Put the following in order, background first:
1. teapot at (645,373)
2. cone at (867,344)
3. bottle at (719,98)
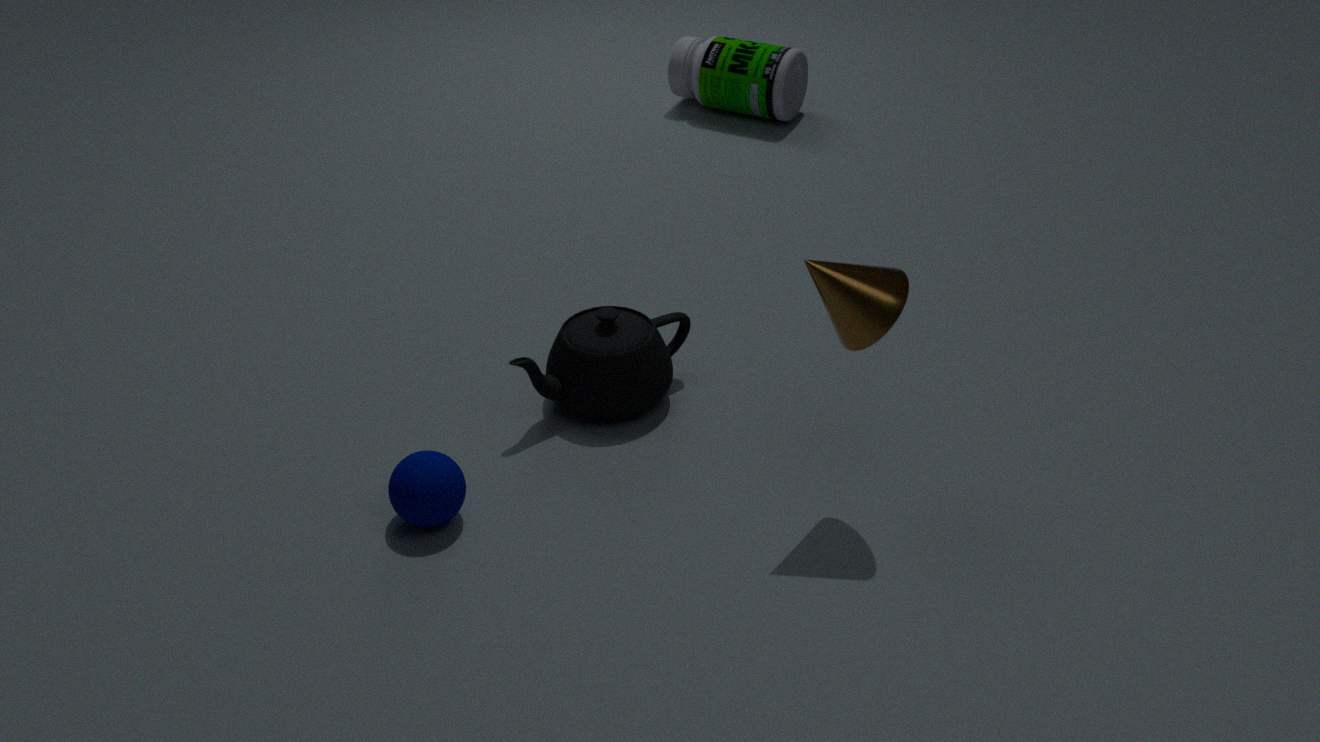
bottle at (719,98) → teapot at (645,373) → cone at (867,344)
